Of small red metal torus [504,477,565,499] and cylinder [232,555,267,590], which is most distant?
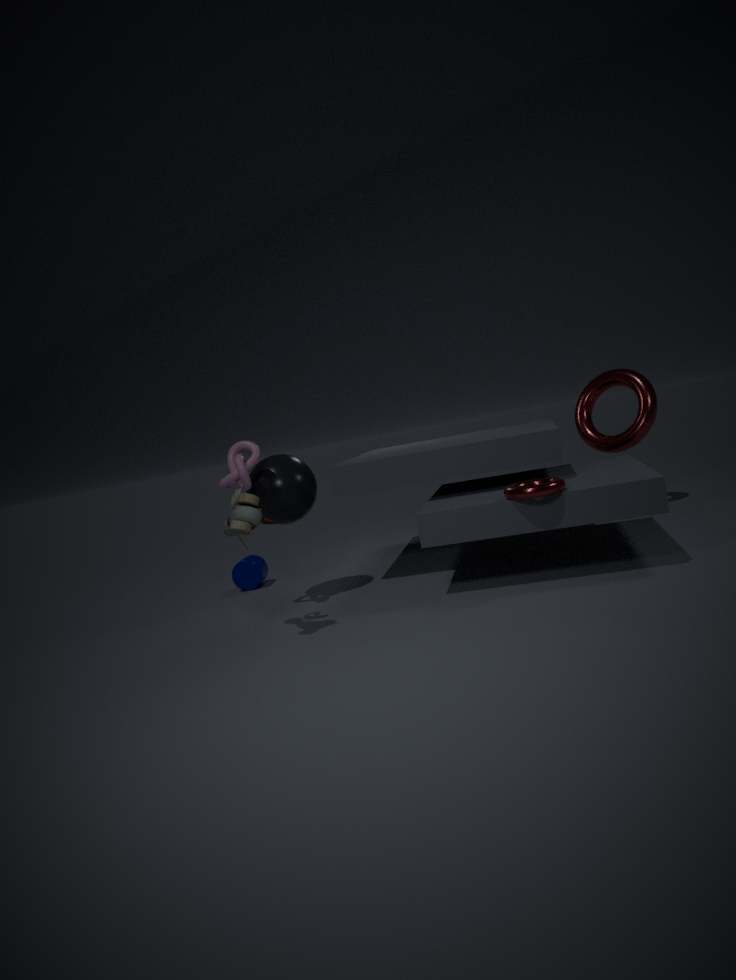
cylinder [232,555,267,590]
